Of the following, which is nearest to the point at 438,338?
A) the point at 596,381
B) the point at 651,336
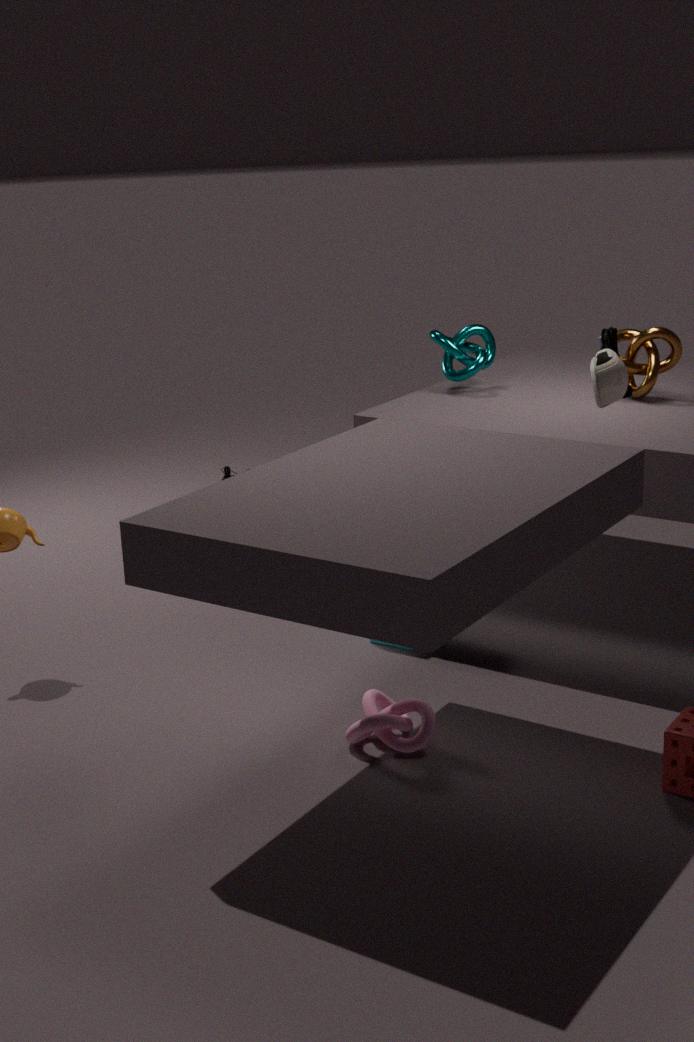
the point at 651,336
